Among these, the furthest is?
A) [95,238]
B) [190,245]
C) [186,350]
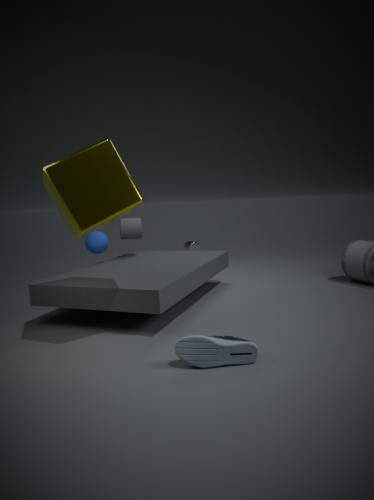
[190,245]
